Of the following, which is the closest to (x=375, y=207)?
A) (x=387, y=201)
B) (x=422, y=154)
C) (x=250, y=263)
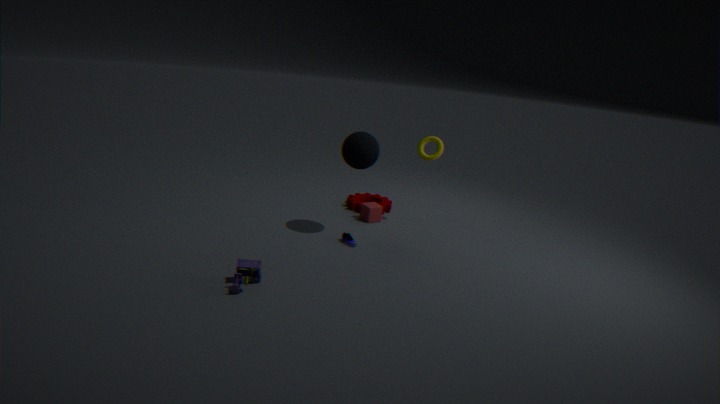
(x=387, y=201)
